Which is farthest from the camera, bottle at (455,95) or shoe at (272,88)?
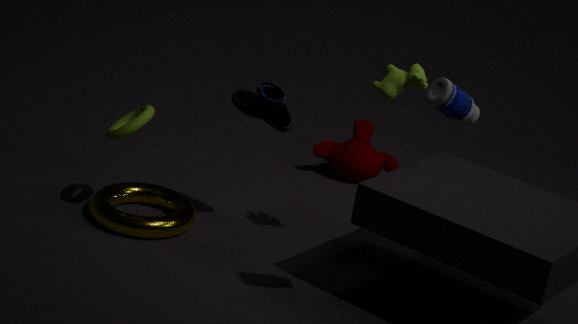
shoe at (272,88)
